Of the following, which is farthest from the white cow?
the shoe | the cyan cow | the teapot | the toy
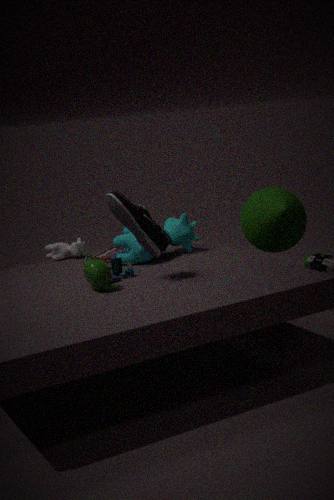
the shoe
